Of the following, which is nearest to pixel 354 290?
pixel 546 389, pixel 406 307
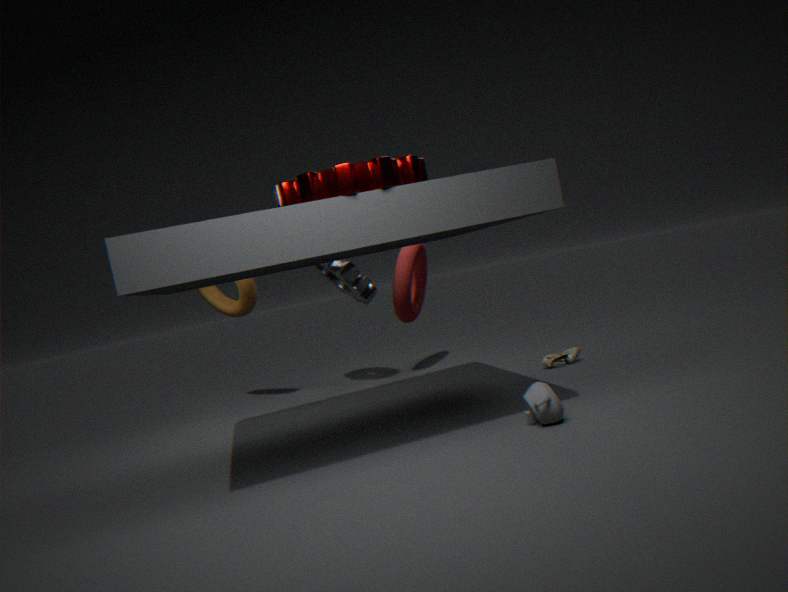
pixel 406 307
